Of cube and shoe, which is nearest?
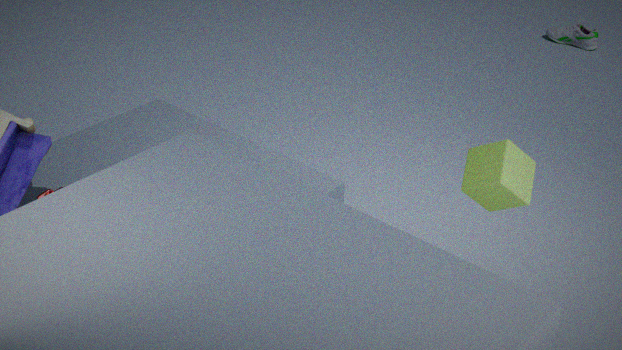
cube
